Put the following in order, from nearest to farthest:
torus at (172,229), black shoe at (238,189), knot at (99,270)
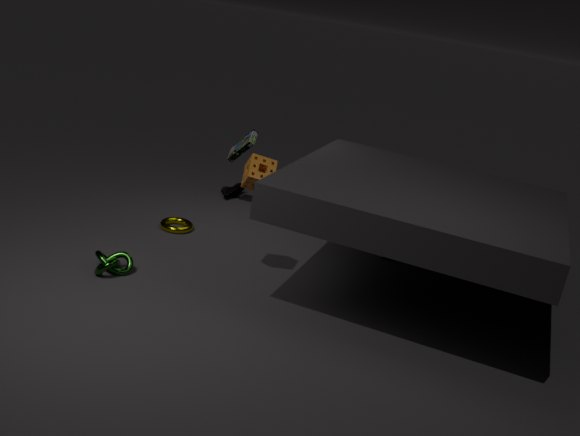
knot at (99,270) < torus at (172,229) < black shoe at (238,189)
